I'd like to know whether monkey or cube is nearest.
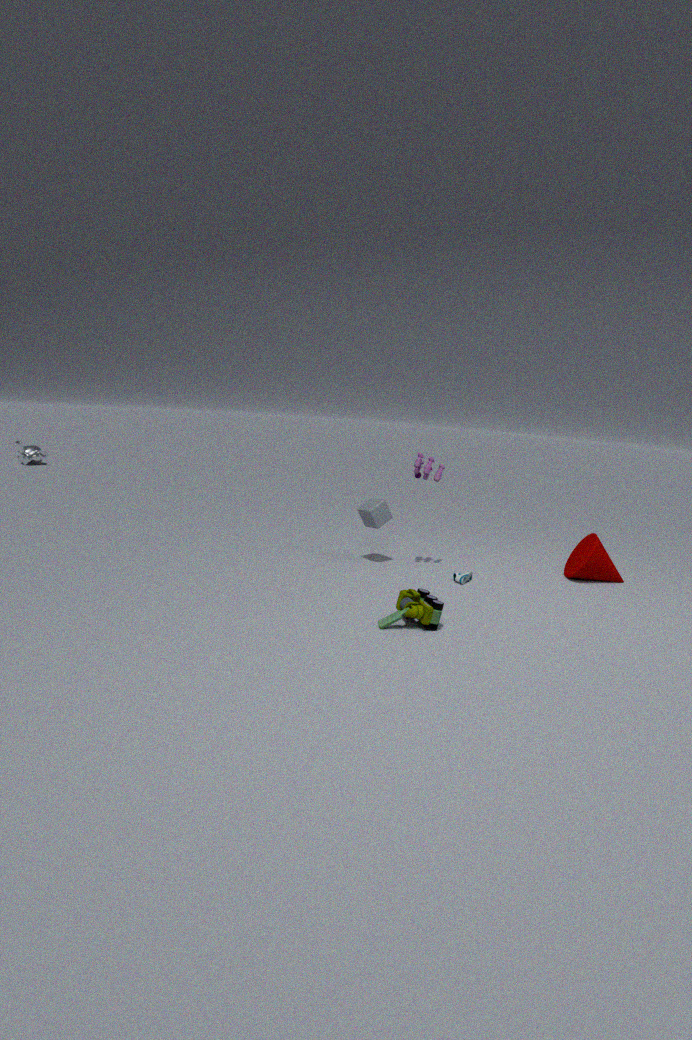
cube
